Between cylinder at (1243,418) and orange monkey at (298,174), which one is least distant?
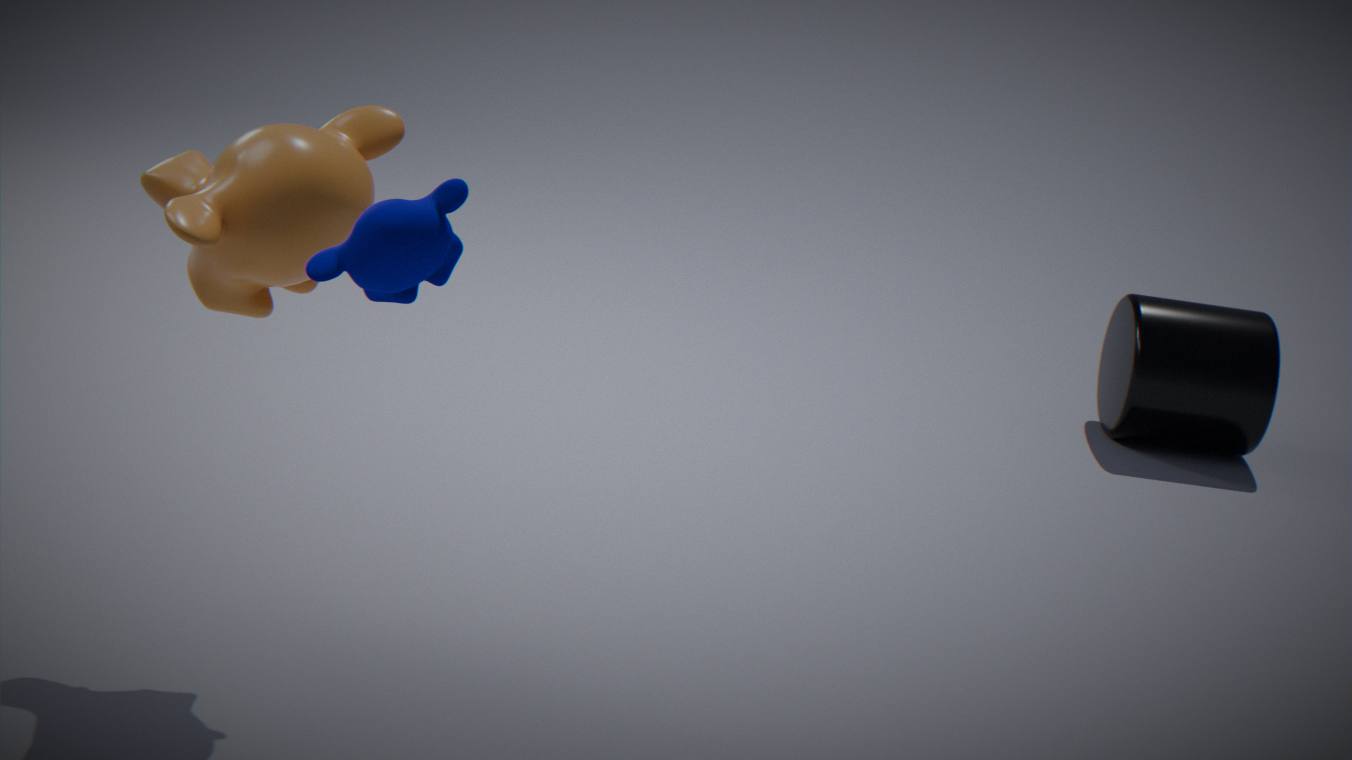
orange monkey at (298,174)
